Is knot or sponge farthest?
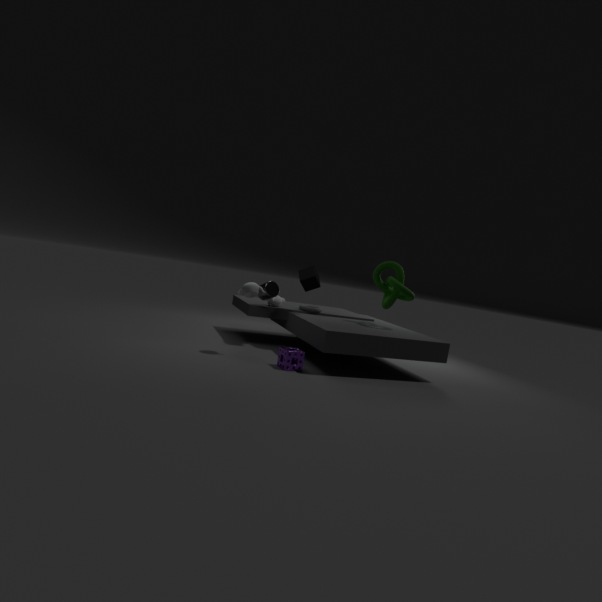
knot
